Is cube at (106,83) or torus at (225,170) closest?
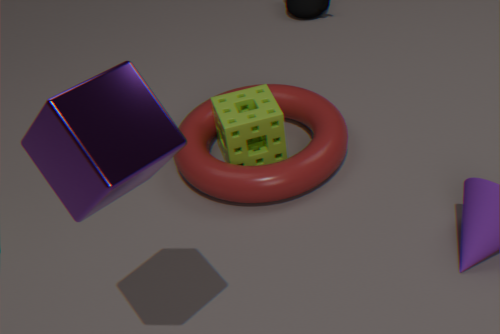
cube at (106,83)
